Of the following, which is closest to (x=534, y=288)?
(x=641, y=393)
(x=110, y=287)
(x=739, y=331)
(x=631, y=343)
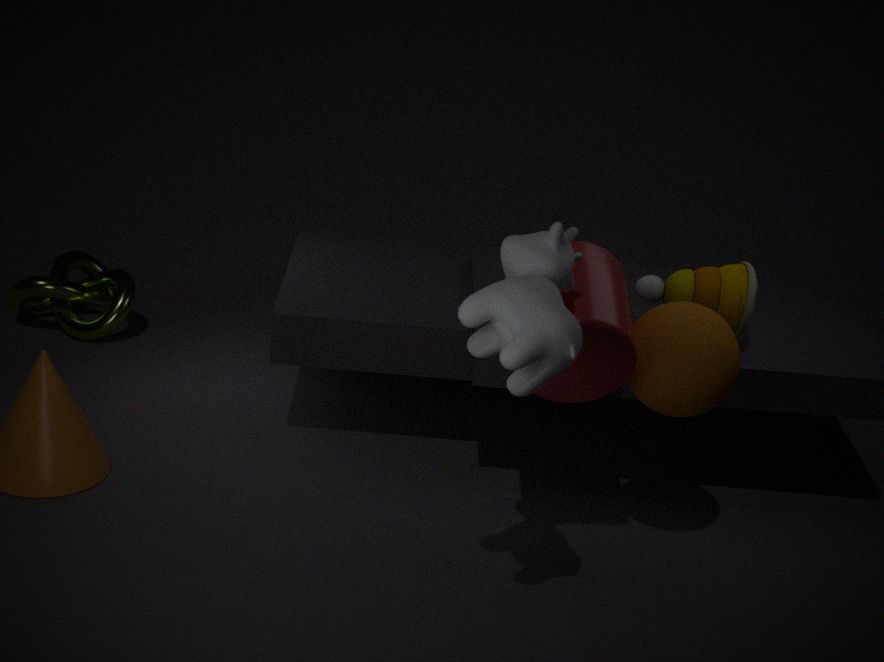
(x=631, y=343)
